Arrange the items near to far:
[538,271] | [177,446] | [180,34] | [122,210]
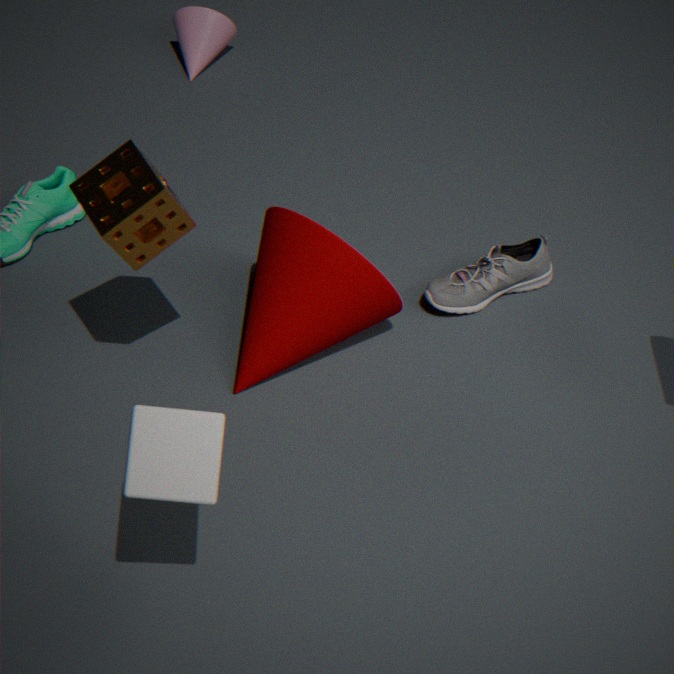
[177,446] < [122,210] < [538,271] < [180,34]
